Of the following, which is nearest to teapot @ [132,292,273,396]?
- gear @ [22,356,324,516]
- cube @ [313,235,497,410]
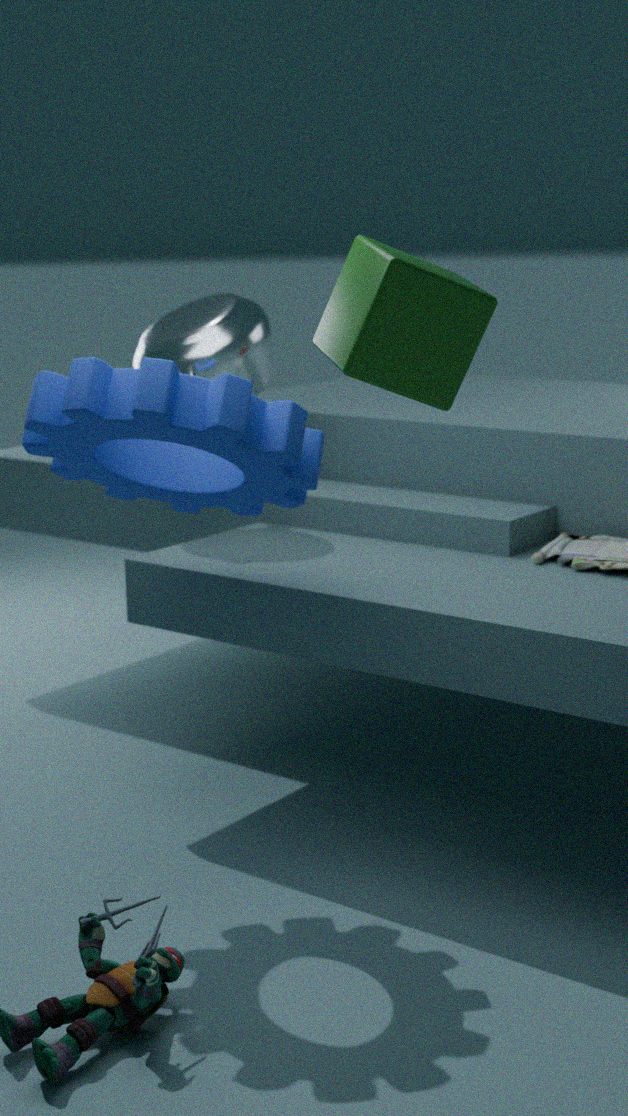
gear @ [22,356,324,516]
